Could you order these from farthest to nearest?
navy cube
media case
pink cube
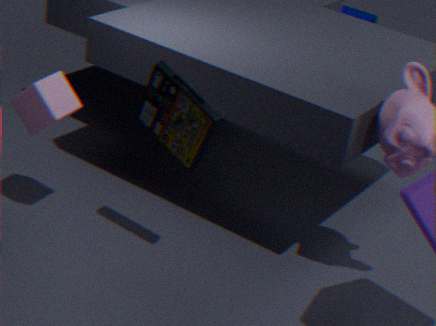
navy cube
pink cube
media case
